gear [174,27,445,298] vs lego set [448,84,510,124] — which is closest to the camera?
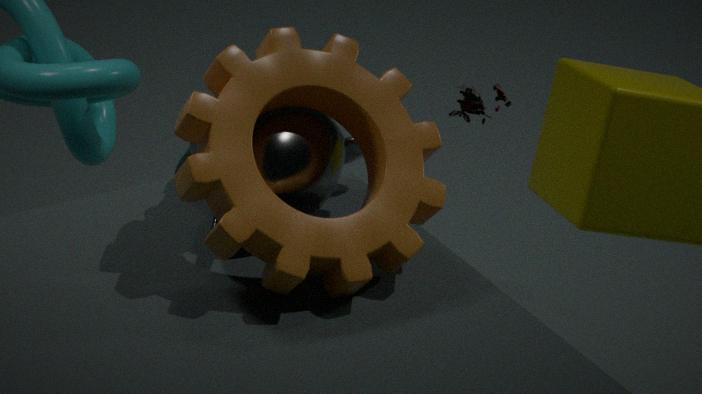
gear [174,27,445,298]
